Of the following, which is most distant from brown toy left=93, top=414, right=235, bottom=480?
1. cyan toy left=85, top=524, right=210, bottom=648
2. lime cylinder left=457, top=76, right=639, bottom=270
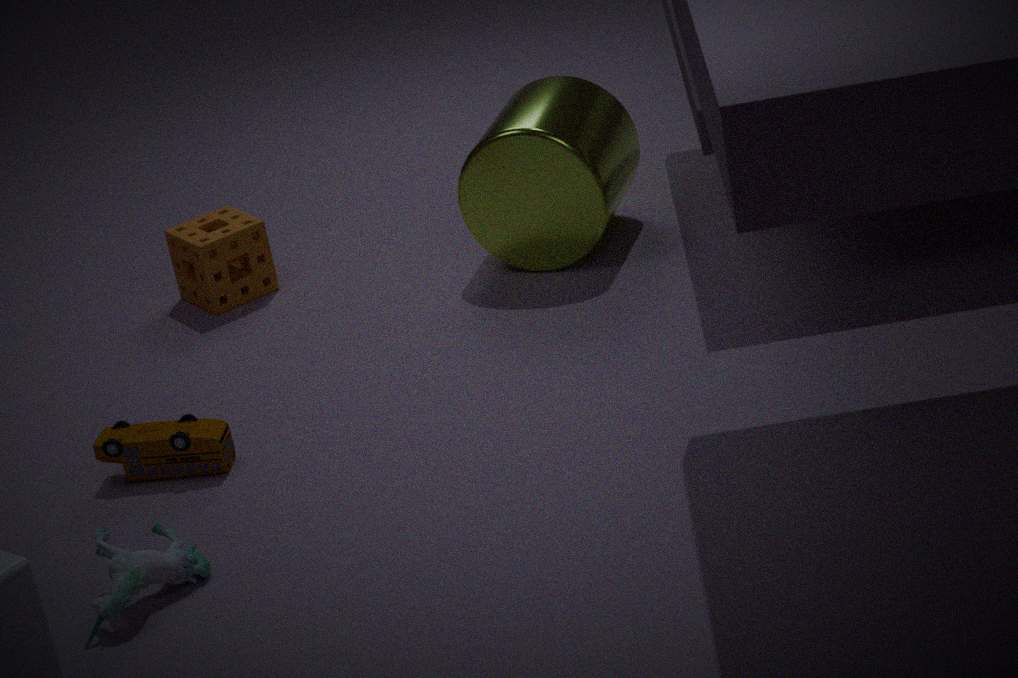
lime cylinder left=457, top=76, right=639, bottom=270
